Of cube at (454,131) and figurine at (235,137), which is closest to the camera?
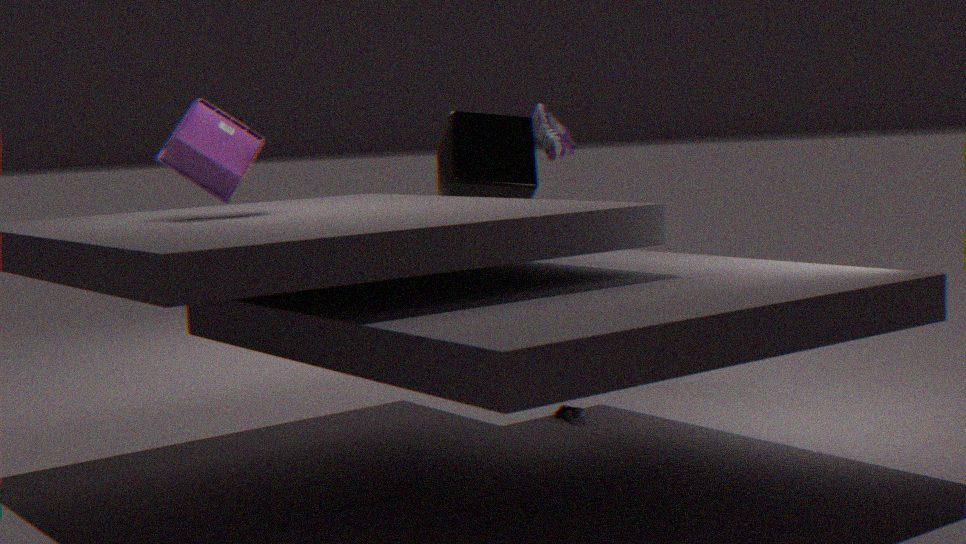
figurine at (235,137)
